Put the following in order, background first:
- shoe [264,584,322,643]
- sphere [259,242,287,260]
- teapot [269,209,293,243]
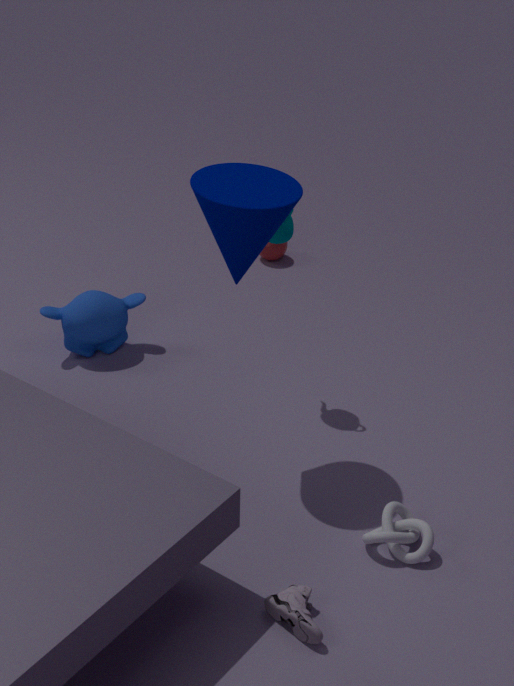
sphere [259,242,287,260] < teapot [269,209,293,243] < shoe [264,584,322,643]
